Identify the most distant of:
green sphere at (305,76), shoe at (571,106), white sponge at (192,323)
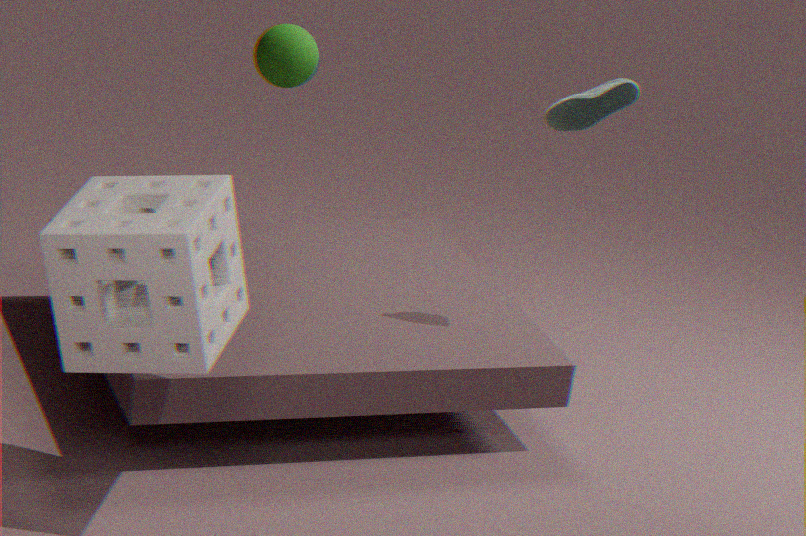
green sphere at (305,76)
